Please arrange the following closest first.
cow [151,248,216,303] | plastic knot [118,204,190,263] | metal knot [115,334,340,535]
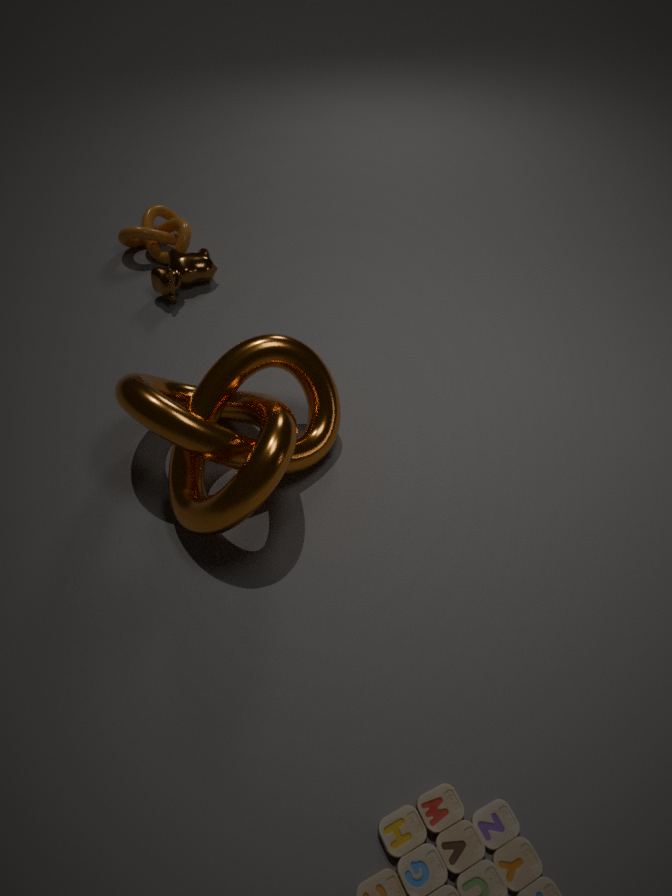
1. metal knot [115,334,340,535]
2. cow [151,248,216,303]
3. plastic knot [118,204,190,263]
